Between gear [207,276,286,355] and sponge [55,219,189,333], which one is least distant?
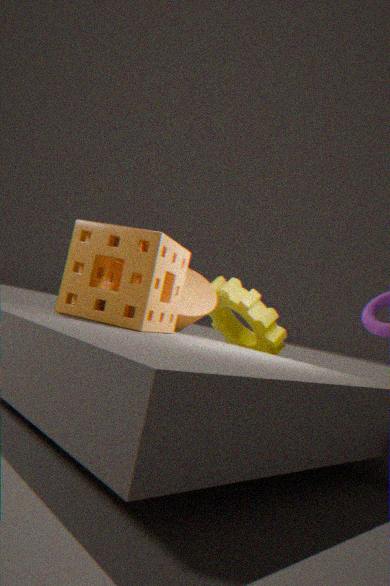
sponge [55,219,189,333]
